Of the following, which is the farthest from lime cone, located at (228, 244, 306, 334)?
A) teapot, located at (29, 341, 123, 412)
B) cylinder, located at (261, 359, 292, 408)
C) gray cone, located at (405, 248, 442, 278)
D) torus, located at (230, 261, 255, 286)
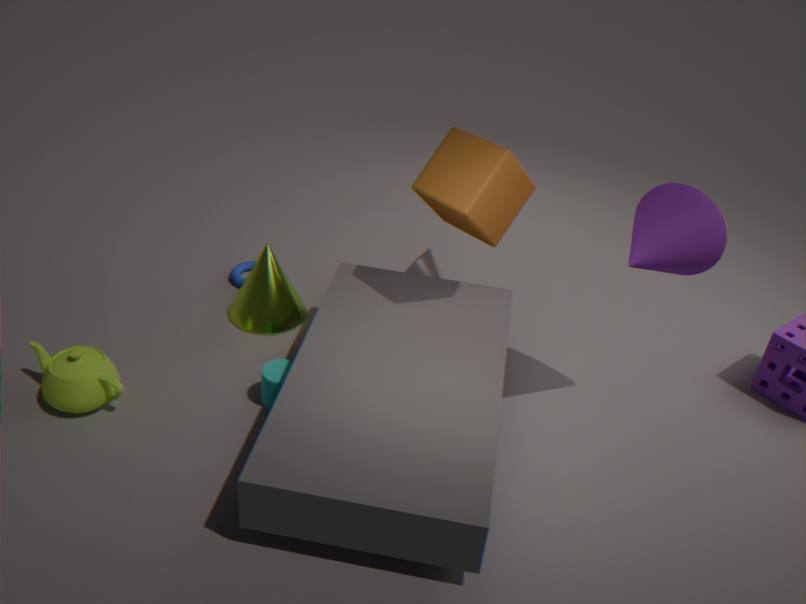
teapot, located at (29, 341, 123, 412)
